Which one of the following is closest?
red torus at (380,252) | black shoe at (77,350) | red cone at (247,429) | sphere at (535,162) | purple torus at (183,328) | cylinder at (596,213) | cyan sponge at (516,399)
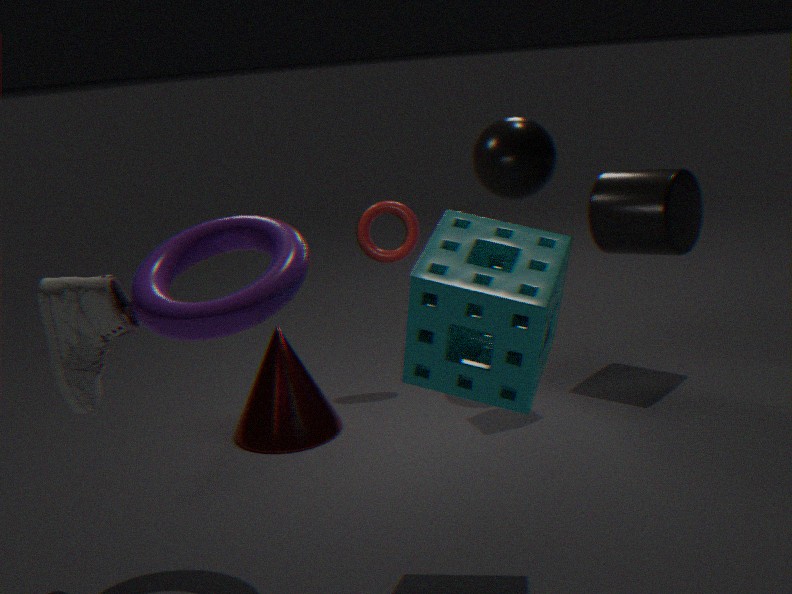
cyan sponge at (516,399)
